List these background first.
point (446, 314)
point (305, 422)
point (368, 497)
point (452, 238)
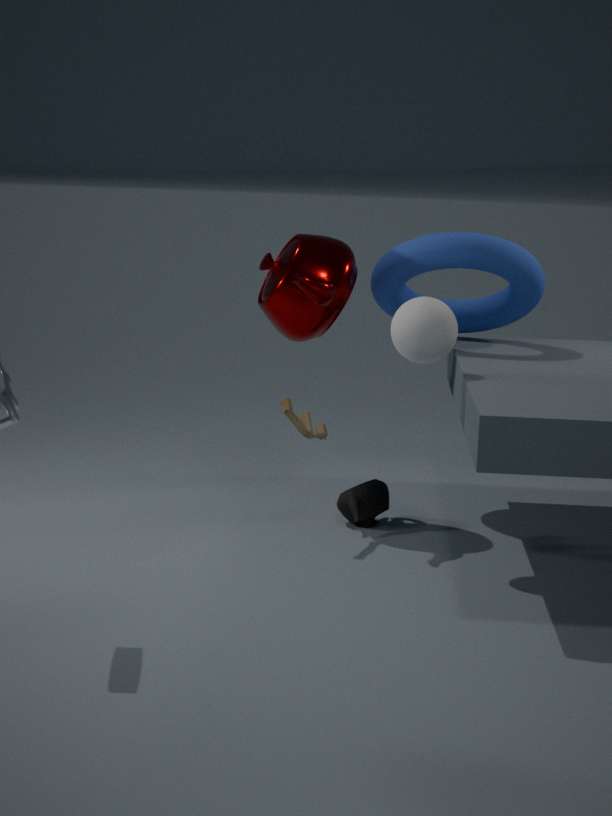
point (368, 497) → point (452, 238) → point (305, 422) → point (446, 314)
